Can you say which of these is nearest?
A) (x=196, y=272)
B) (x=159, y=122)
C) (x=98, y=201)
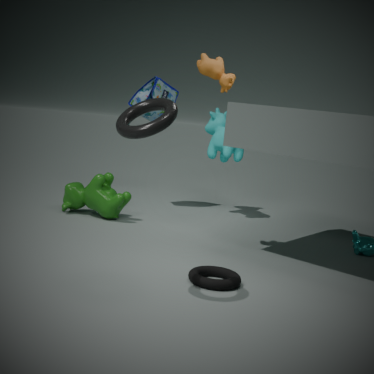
(x=159, y=122)
